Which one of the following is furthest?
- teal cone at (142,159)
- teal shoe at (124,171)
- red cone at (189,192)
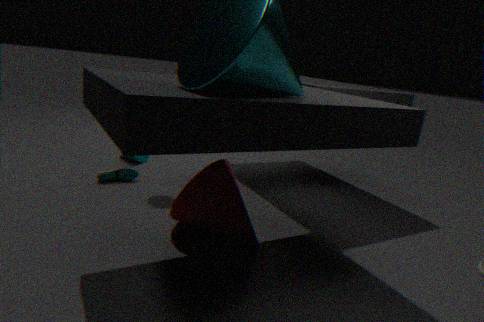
teal cone at (142,159)
